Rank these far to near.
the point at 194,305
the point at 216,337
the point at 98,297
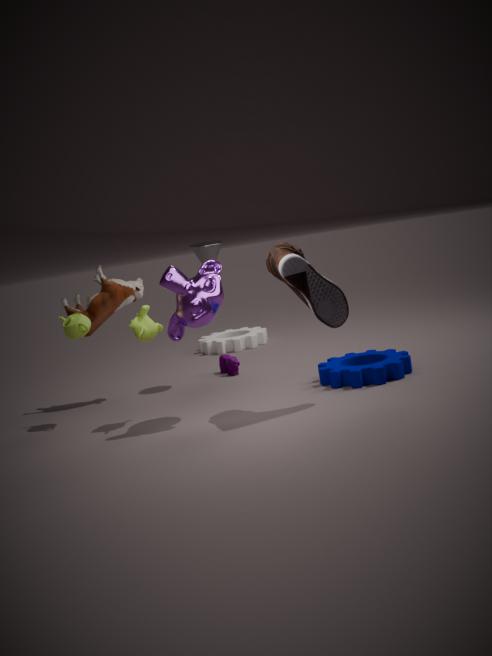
the point at 216,337 → the point at 98,297 → the point at 194,305
